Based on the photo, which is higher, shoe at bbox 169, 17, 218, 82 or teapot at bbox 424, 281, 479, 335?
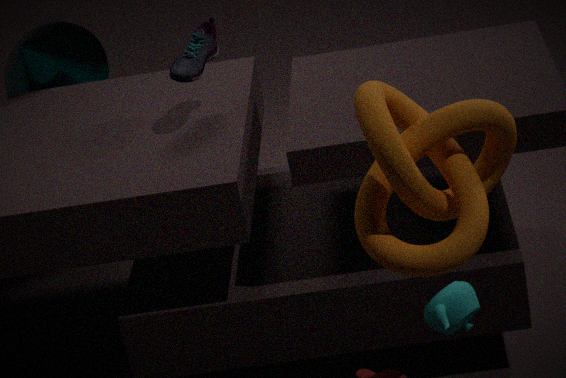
shoe at bbox 169, 17, 218, 82
